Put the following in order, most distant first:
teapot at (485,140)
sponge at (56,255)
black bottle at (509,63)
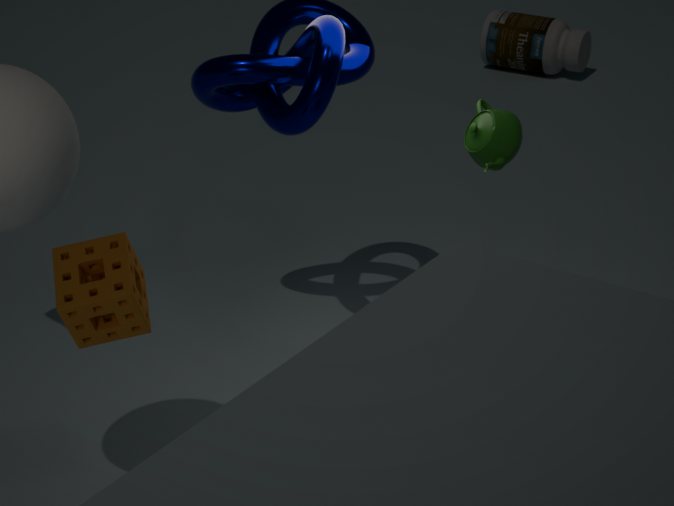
black bottle at (509,63)
teapot at (485,140)
sponge at (56,255)
